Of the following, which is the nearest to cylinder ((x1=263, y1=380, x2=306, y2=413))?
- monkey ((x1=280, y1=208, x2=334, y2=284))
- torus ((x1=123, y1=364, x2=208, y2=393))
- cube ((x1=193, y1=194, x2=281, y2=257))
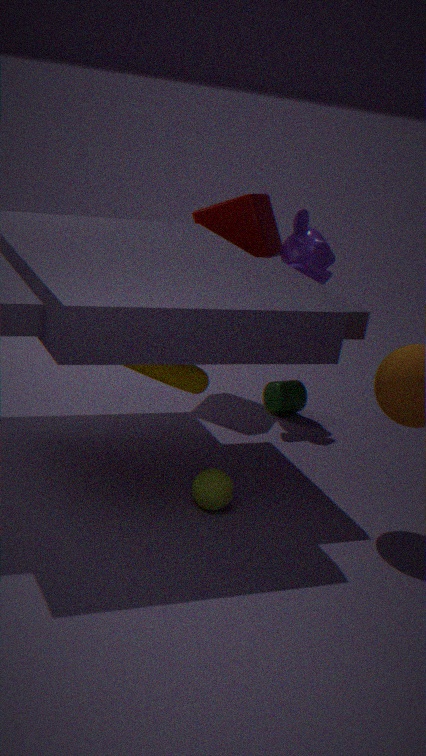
monkey ((x1=280, y1=208, x2=334, y2=284))
